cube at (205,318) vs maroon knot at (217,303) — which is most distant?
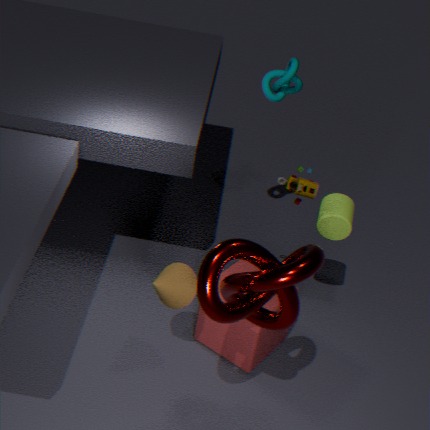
cube at (205,318)
